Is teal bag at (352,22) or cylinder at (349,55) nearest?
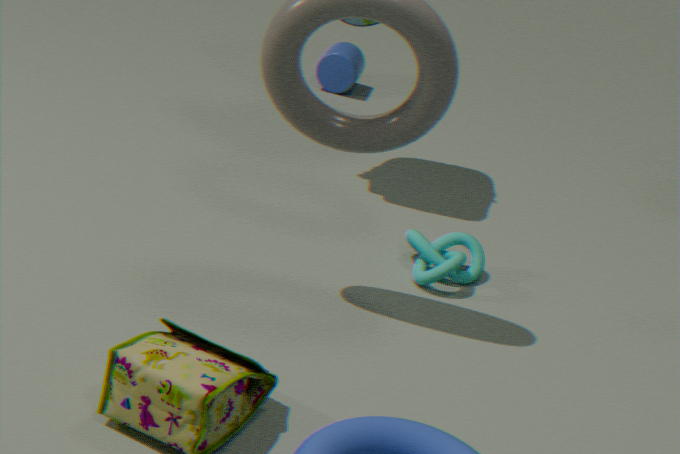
teal bag at (352,22)
